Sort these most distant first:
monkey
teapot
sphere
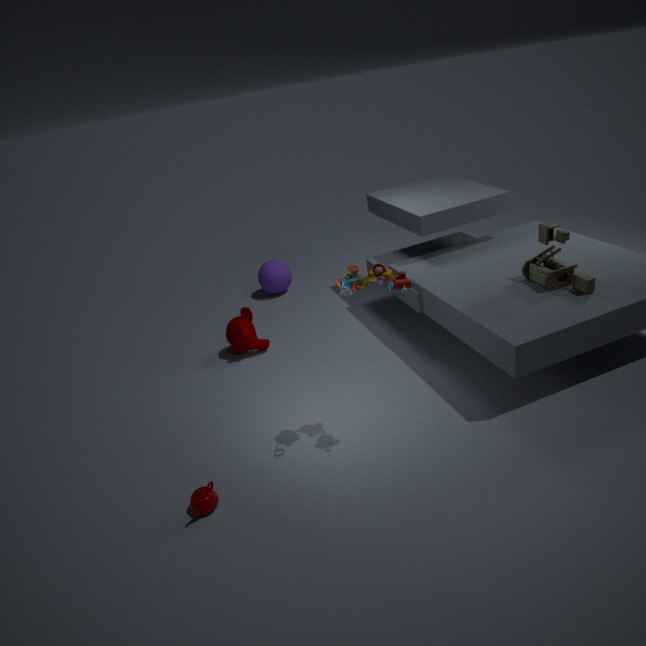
1. sphere
2. monkey
3. teapot
